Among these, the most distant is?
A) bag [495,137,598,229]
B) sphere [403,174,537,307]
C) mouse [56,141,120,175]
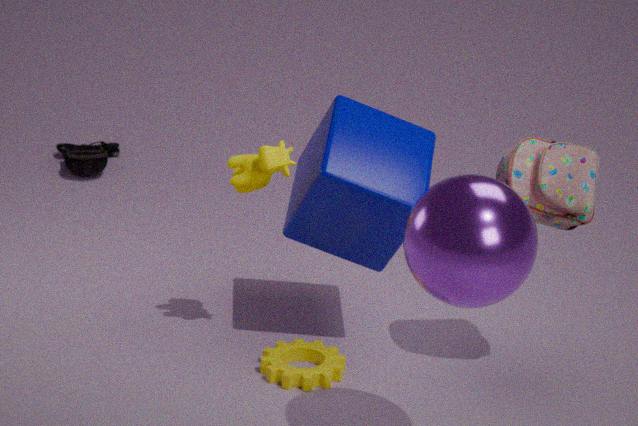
mouse [56,141,120,175]
